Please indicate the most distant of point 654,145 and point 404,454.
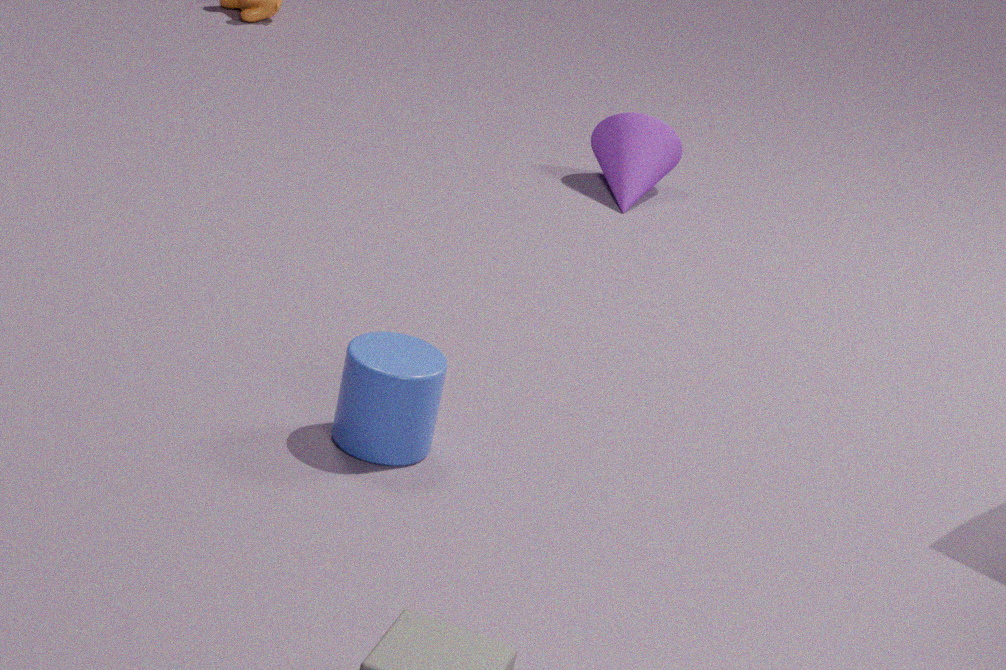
point 654,145
